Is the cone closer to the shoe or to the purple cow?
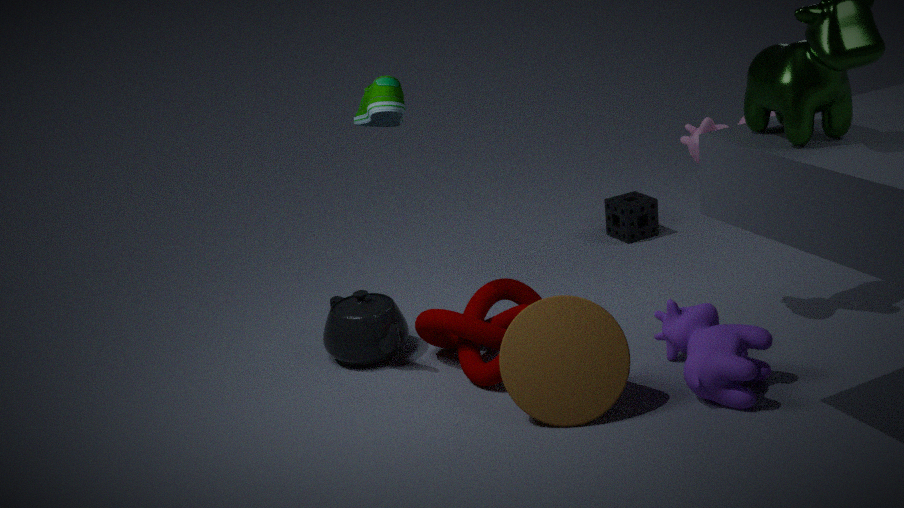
the purple cow
